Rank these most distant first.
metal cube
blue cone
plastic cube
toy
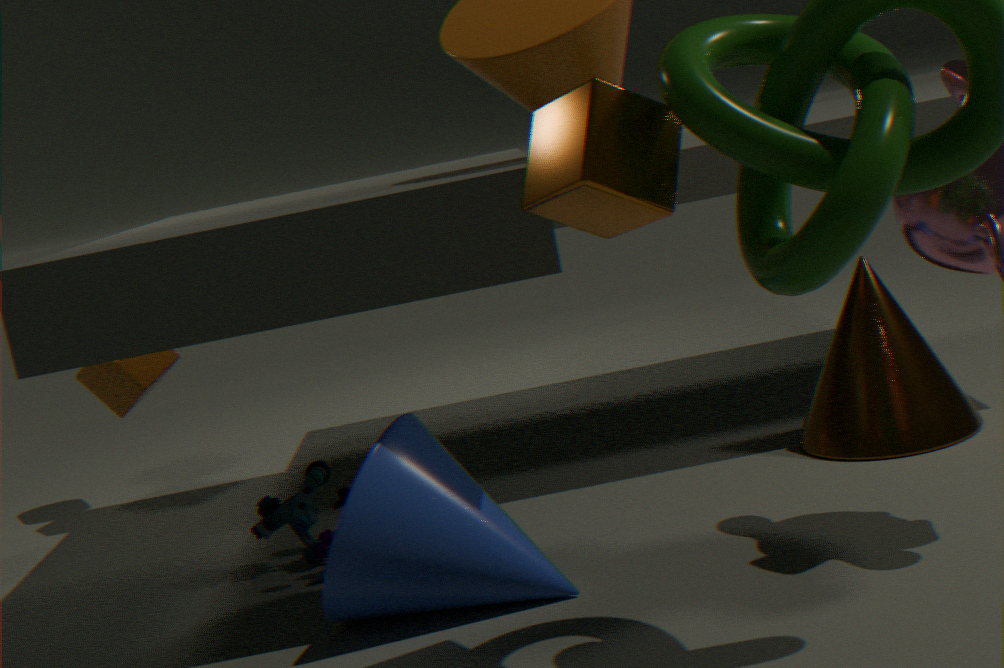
1. plastic cube
2. toy
3. blue cone
4. metal cube
